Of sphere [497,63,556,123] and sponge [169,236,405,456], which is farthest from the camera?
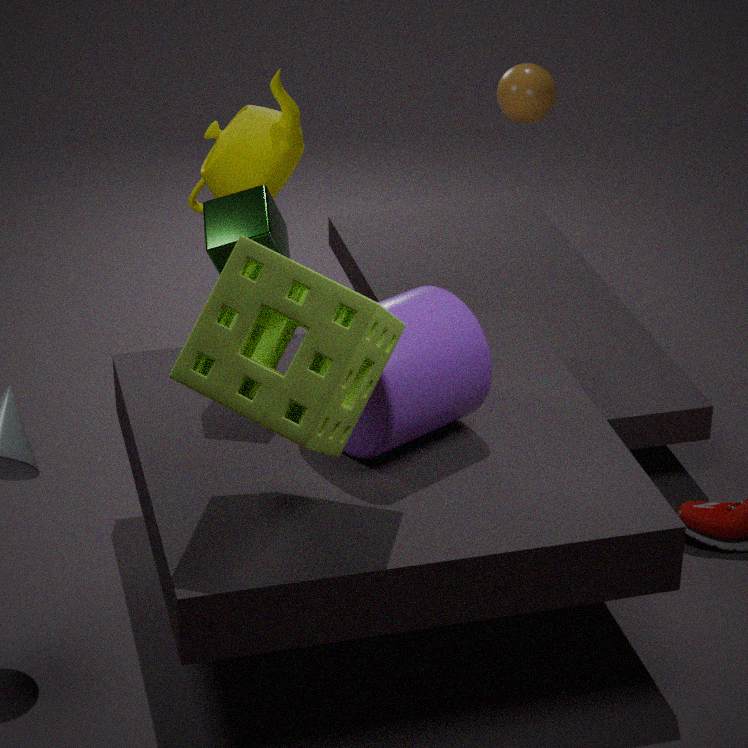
sphere [497,63,556,123]
